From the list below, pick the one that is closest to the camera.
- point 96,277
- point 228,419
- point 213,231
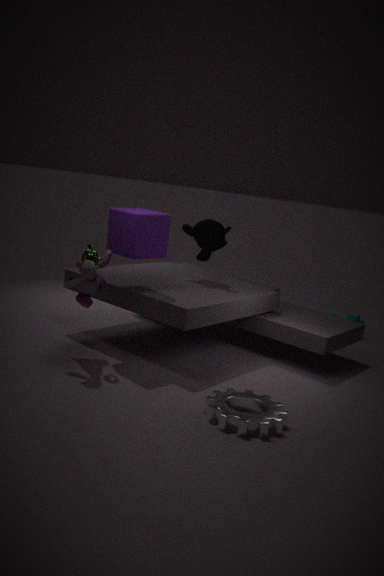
point 228,419
